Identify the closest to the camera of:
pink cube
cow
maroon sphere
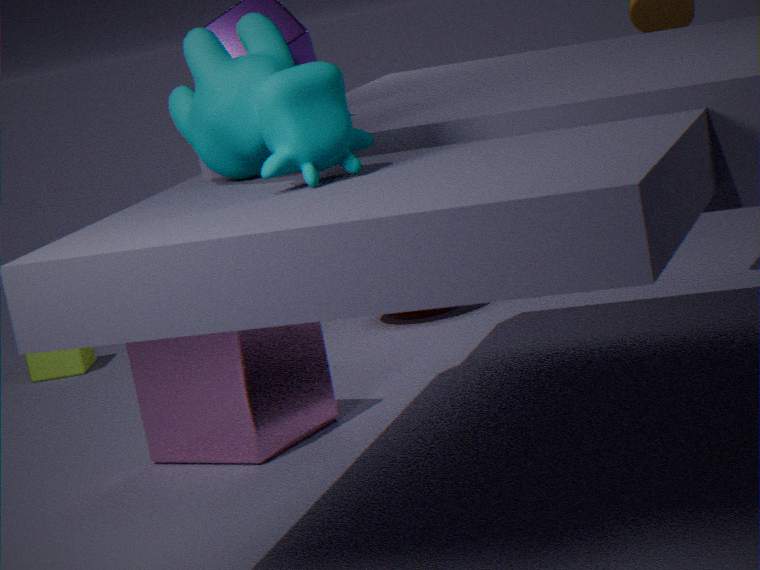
cow
